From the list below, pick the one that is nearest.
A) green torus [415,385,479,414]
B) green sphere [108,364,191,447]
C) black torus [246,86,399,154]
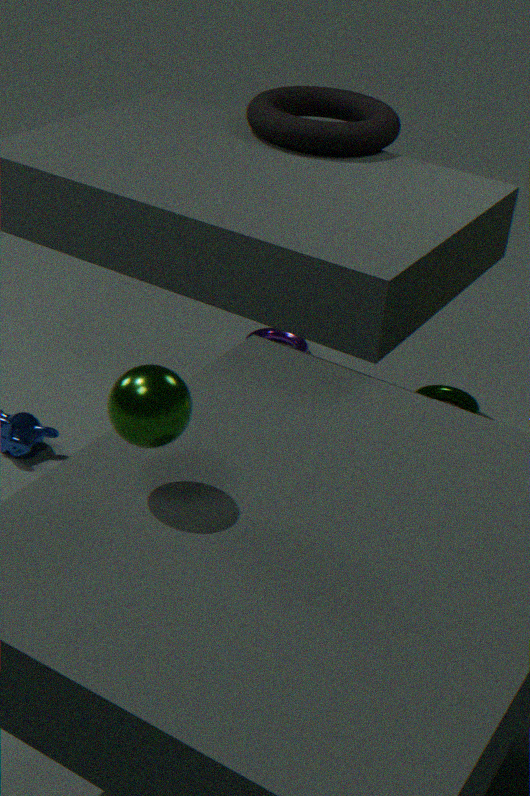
green sphere [108,364,191,447]
